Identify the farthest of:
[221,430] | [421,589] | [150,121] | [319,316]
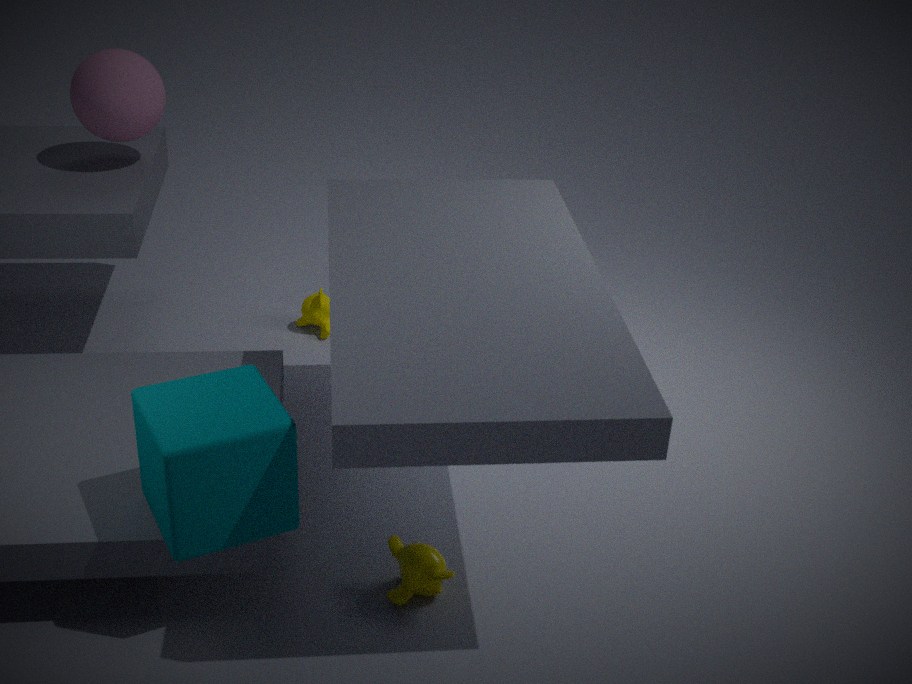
[319,316]
